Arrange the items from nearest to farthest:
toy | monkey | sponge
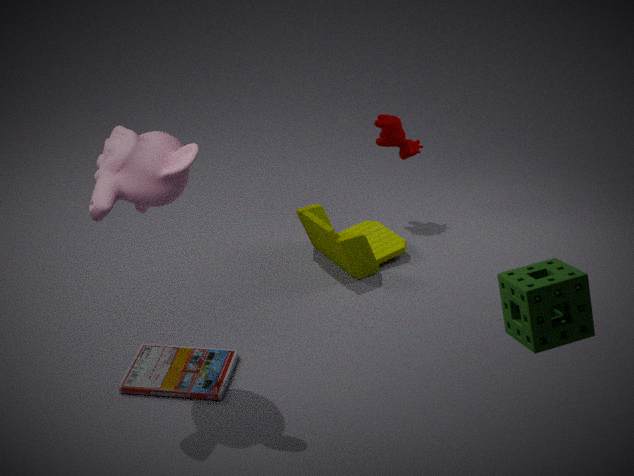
sponge, monkey, toy
